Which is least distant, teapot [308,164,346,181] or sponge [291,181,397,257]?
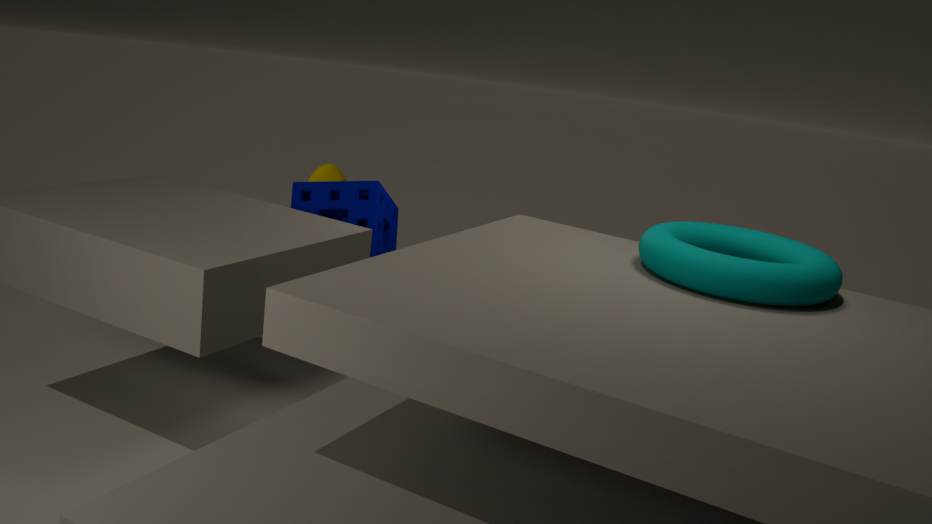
sponge [291,181,397,257]
